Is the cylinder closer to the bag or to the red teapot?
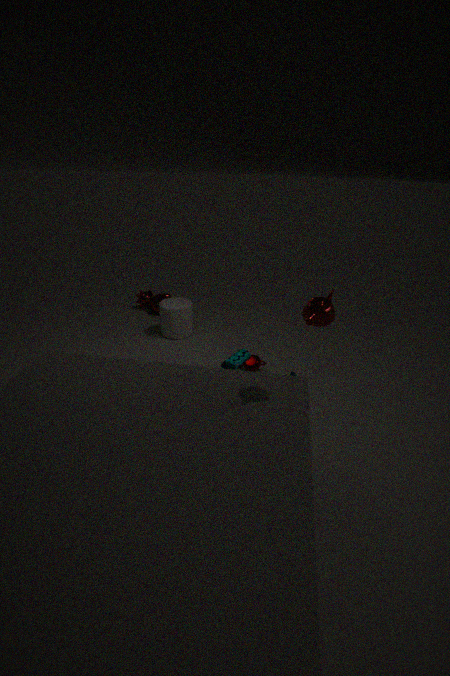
the bag
